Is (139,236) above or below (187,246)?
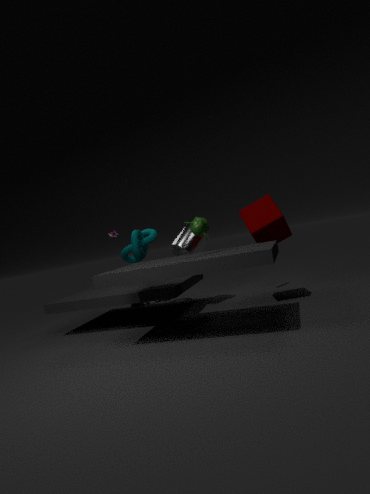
above
